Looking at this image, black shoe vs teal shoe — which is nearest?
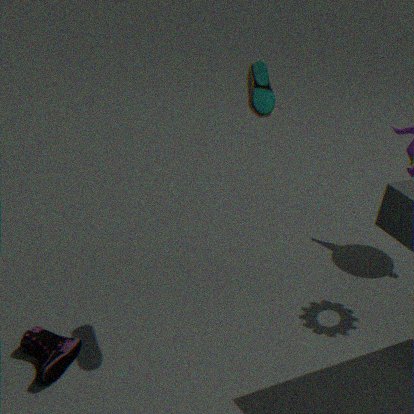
teal shoe
